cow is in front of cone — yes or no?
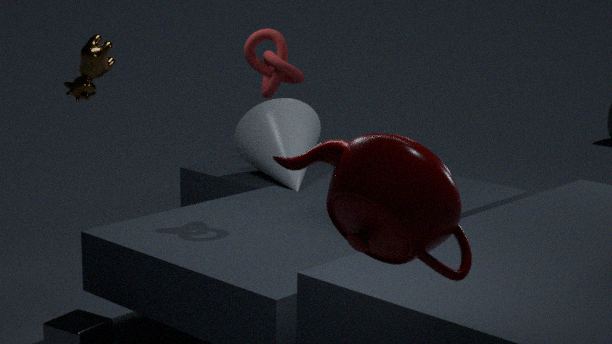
Yes
